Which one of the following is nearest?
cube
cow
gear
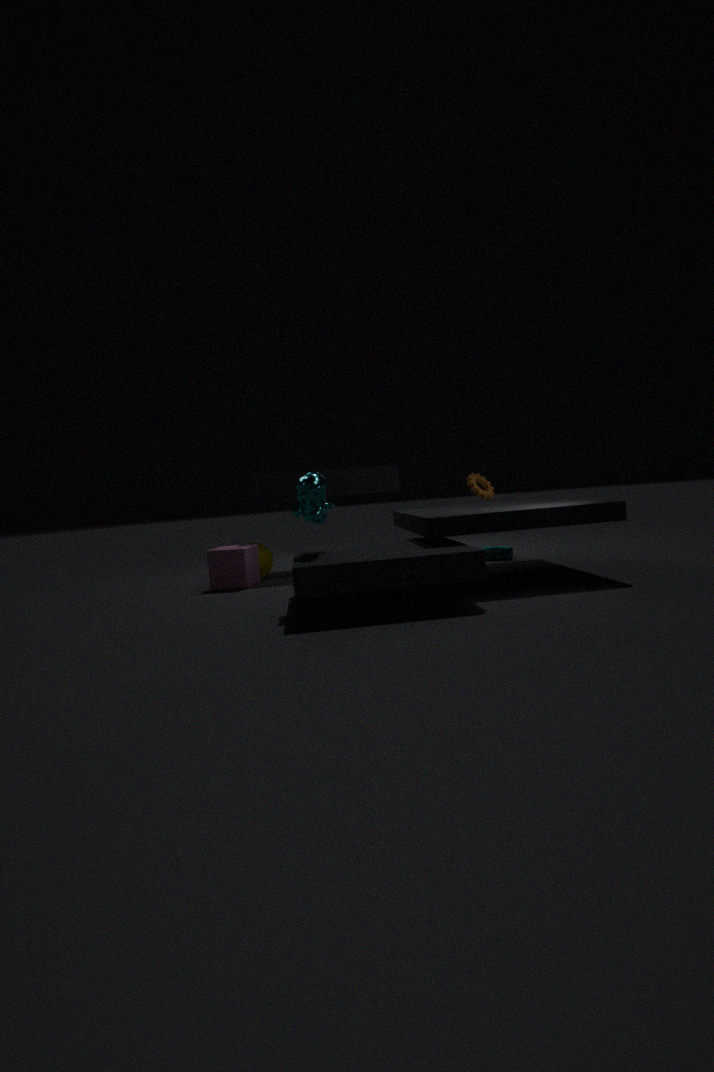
cow
